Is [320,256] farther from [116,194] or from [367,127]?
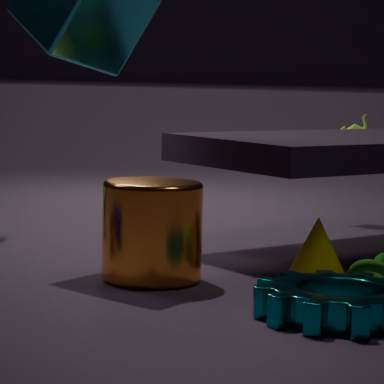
[367,127]
